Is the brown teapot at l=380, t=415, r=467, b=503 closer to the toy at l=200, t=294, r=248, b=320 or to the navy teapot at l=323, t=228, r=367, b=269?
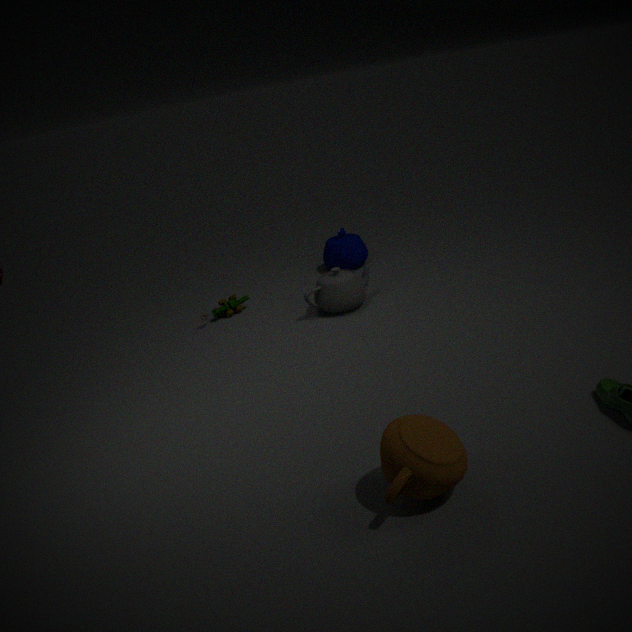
the toy at l=200, t=294, r=248, b=320
